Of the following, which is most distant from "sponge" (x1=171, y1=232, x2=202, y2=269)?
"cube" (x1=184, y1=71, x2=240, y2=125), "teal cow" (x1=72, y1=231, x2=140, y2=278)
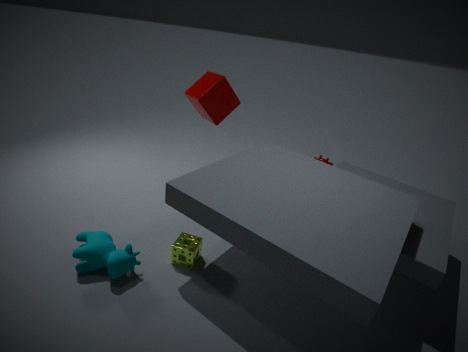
"cube" (x1=184, y1=71, x2=240, y2=125)
